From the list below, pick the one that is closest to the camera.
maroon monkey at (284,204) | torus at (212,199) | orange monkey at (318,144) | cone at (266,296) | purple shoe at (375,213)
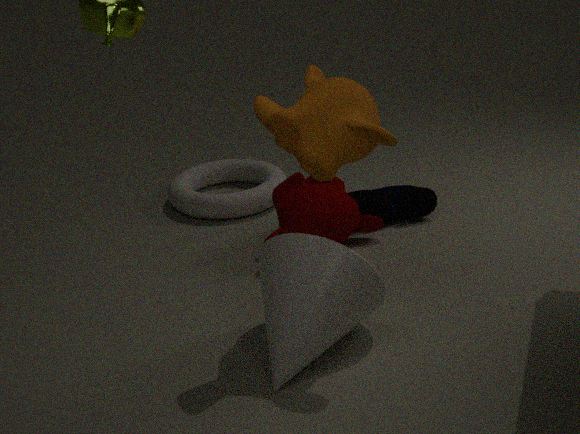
orange monkey at (318,144)
